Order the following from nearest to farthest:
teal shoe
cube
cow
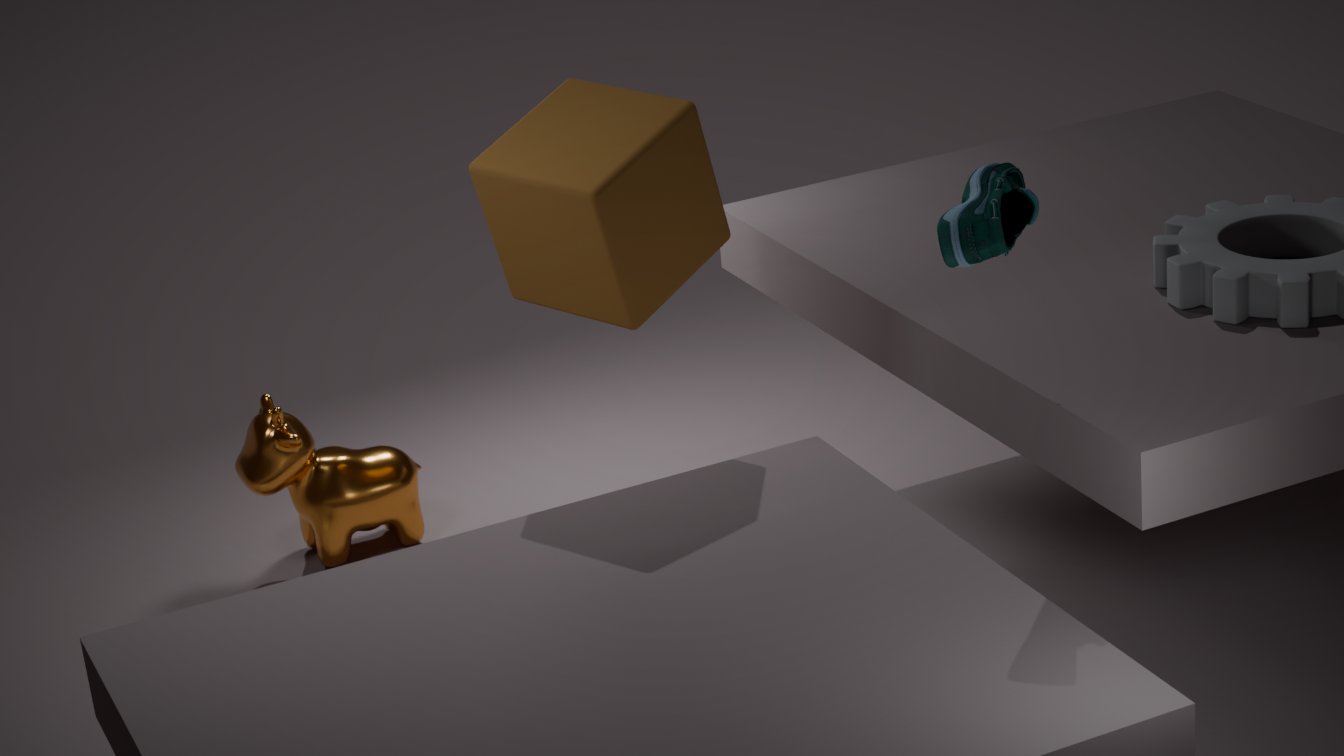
teal shoe → cube → cow
